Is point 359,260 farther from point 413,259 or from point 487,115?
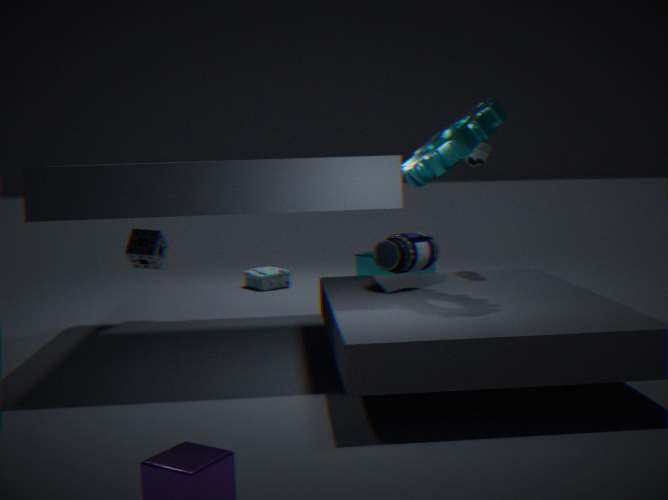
point 487,115
